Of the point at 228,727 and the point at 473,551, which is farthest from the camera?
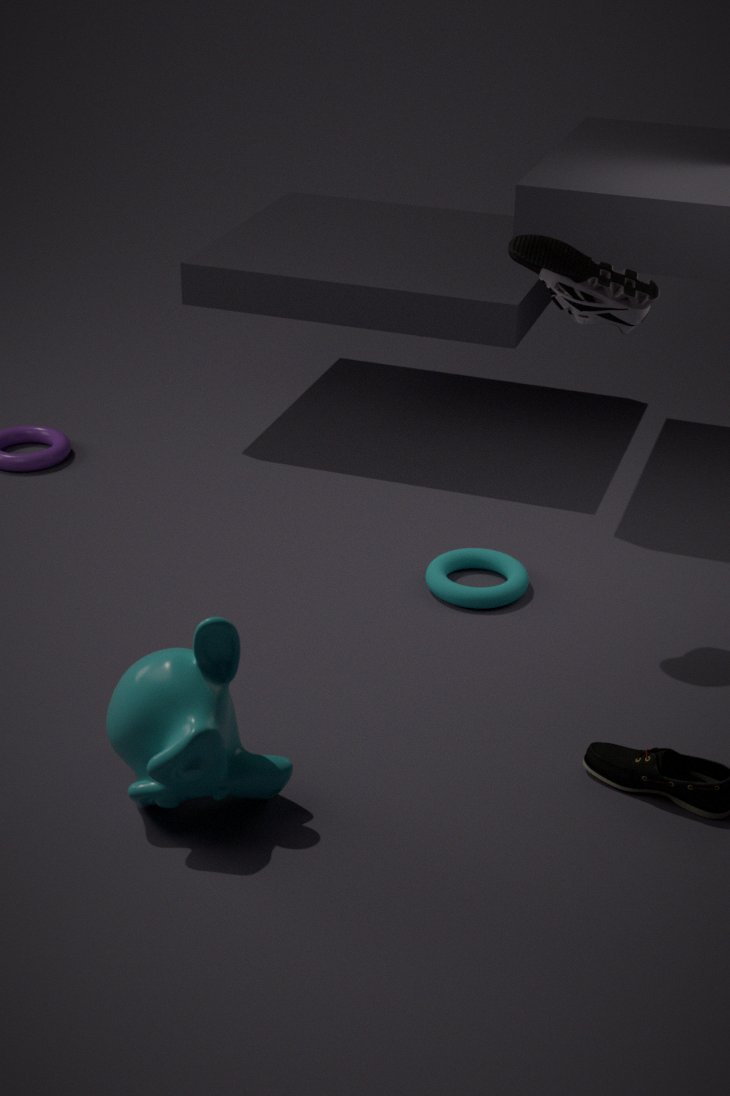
the point at 473,551
